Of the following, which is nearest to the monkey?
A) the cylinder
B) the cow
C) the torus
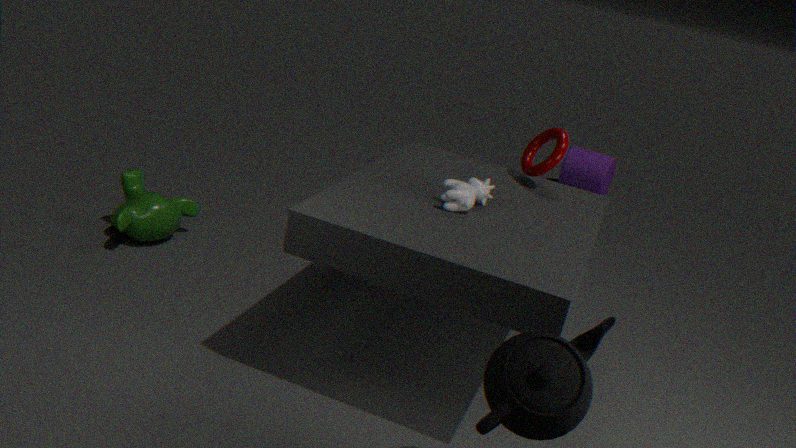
the cow
